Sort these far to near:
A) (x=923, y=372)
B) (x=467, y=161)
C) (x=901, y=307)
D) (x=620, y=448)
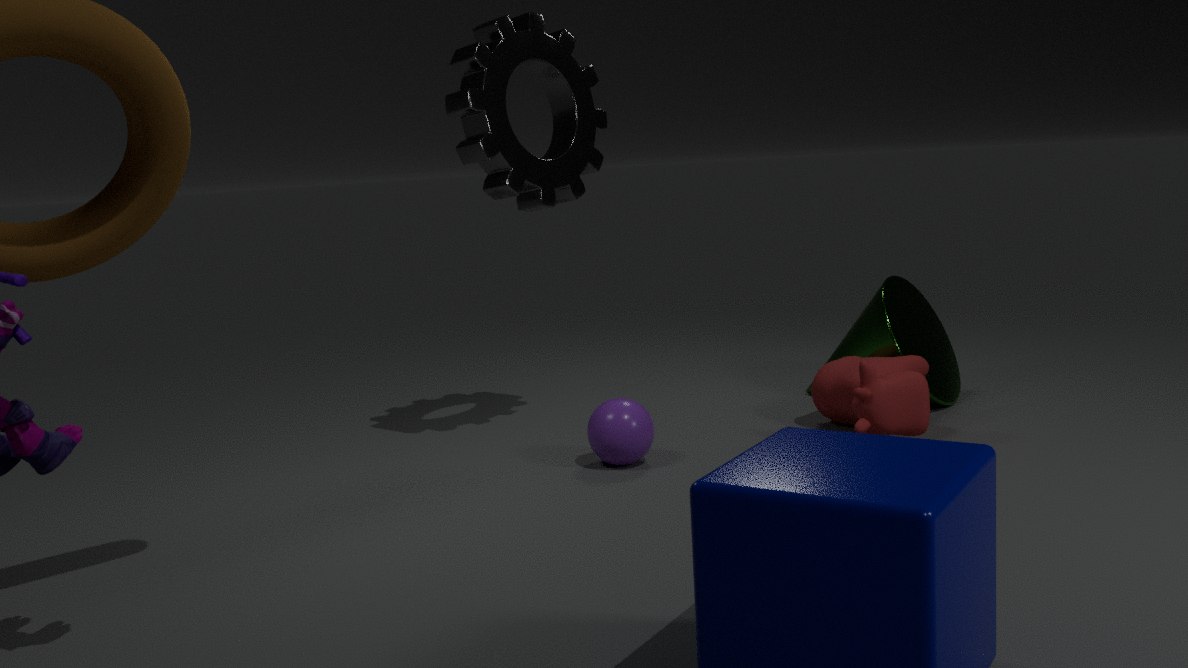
(x=901, y=307), (x=923, y=372), (x=467, y=161), (x=620, y=448)
